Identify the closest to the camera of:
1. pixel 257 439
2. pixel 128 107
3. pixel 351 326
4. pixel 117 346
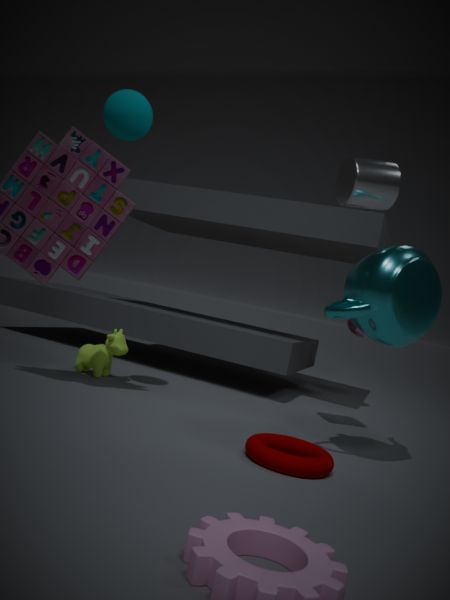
pixel 257 439
